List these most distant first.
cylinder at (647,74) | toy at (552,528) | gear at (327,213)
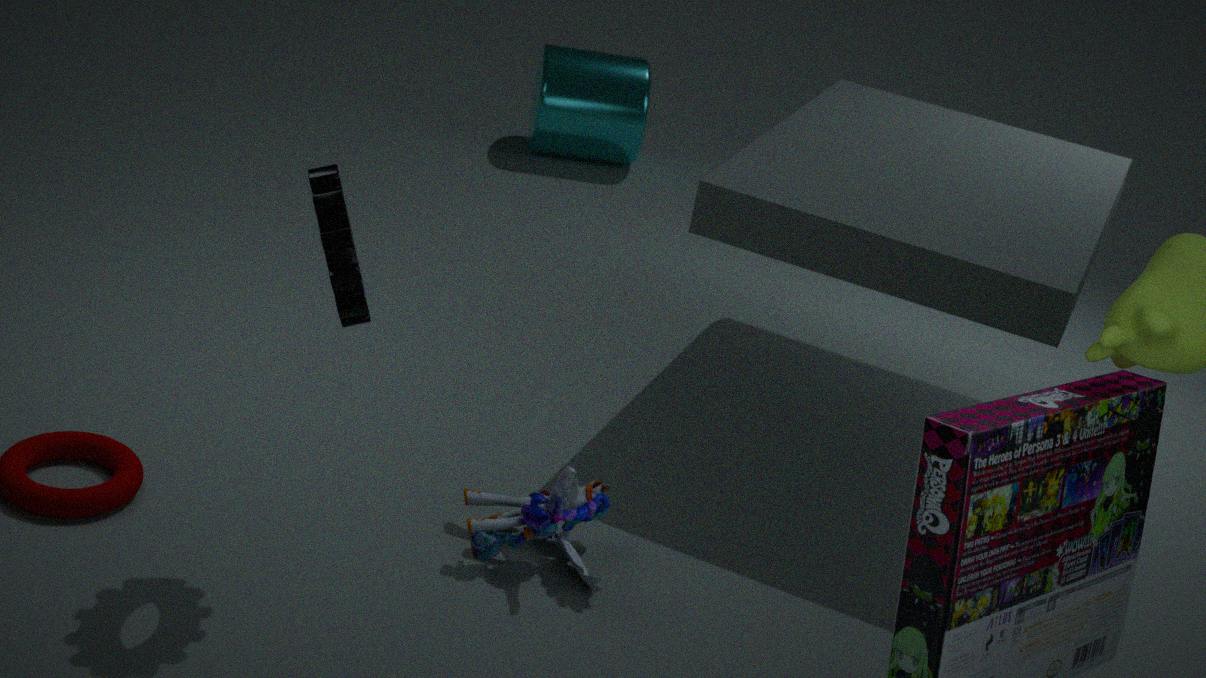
cylinder at (647,74) < toy at (552,528) < gear at (327,213)
